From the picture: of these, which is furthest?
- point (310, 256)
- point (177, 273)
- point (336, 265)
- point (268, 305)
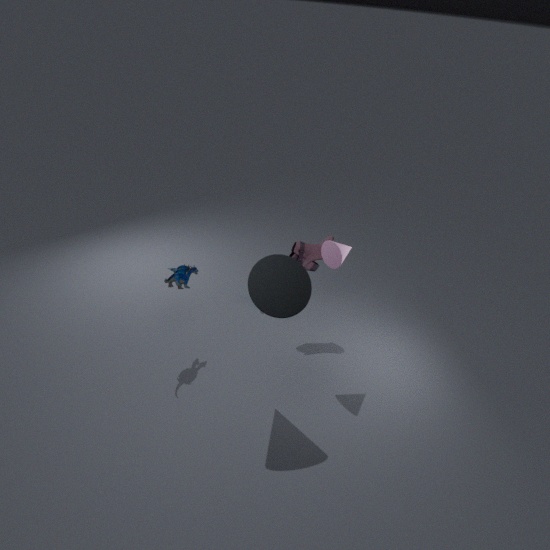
point (310, 256)
